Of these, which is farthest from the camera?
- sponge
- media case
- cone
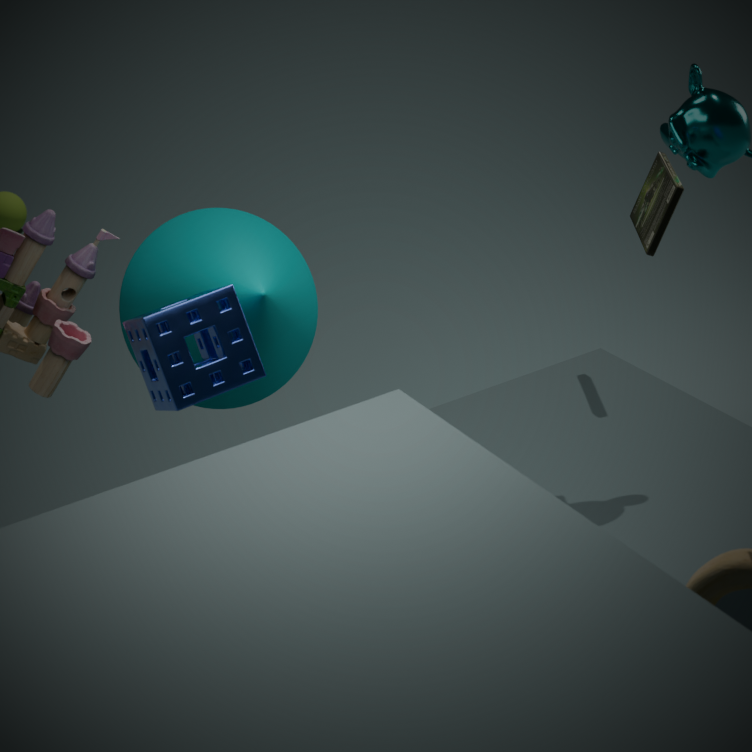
media case
